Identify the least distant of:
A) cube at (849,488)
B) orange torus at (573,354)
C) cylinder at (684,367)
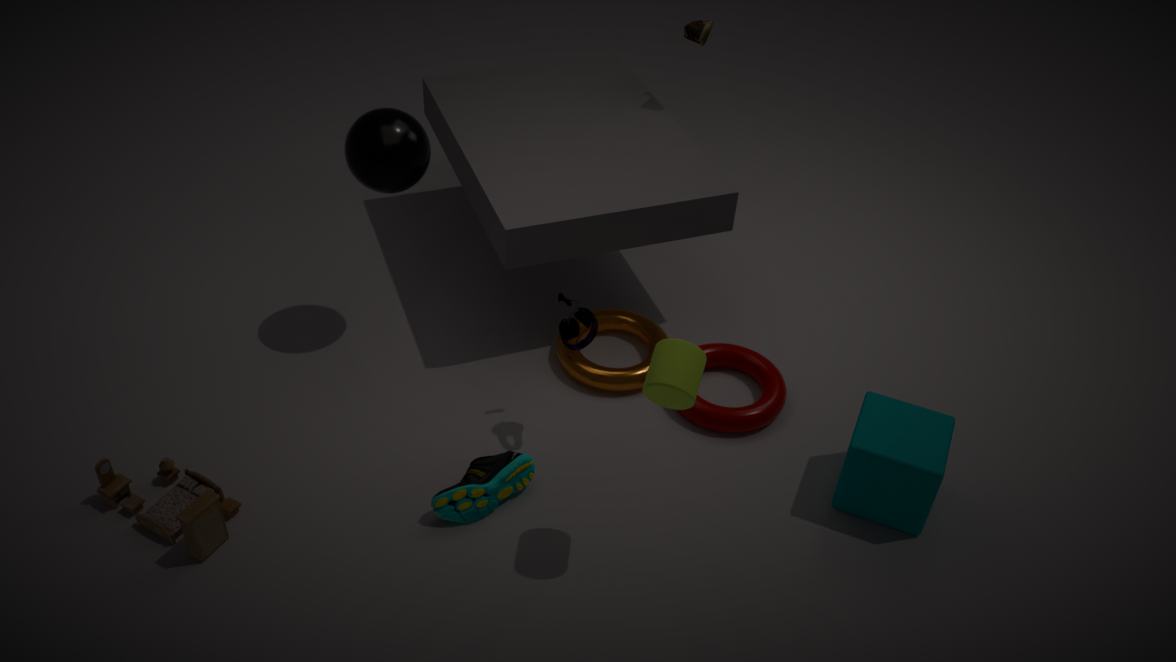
cylinder at (684,367)
